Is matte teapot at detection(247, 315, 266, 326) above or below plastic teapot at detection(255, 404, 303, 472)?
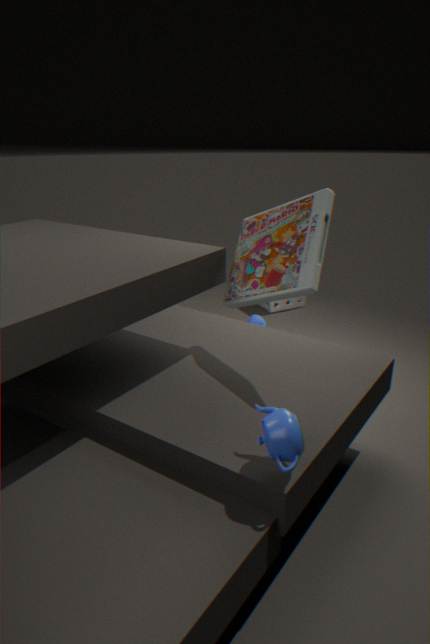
below
